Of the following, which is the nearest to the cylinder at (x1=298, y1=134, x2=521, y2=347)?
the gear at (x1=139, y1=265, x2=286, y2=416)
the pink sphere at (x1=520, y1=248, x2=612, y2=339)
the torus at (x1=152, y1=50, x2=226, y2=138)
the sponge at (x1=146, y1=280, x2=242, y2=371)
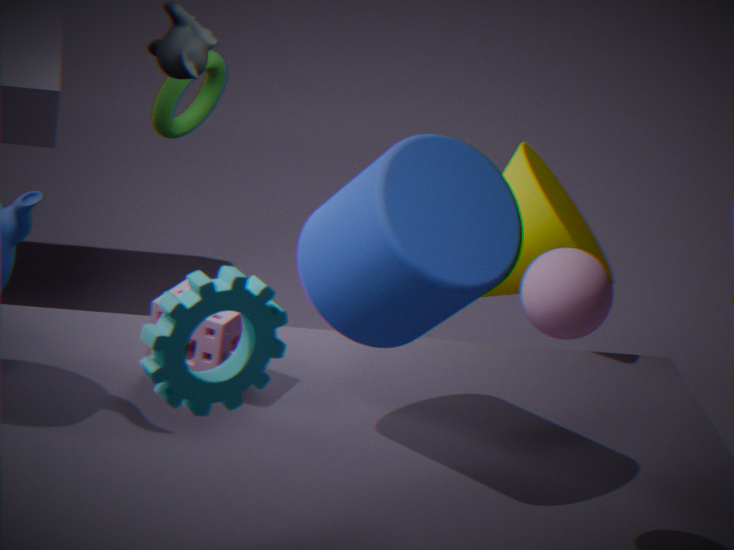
the pink sphere at (x1=520, y1=248, x2=612, y2=339)
